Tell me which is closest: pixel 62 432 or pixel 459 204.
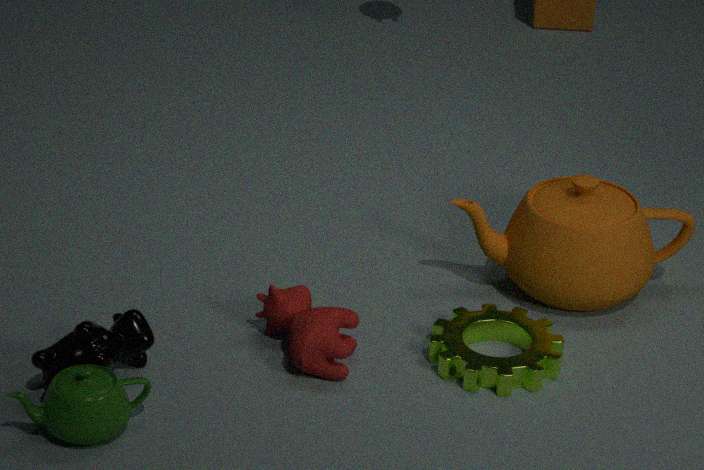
pixel 62 432
